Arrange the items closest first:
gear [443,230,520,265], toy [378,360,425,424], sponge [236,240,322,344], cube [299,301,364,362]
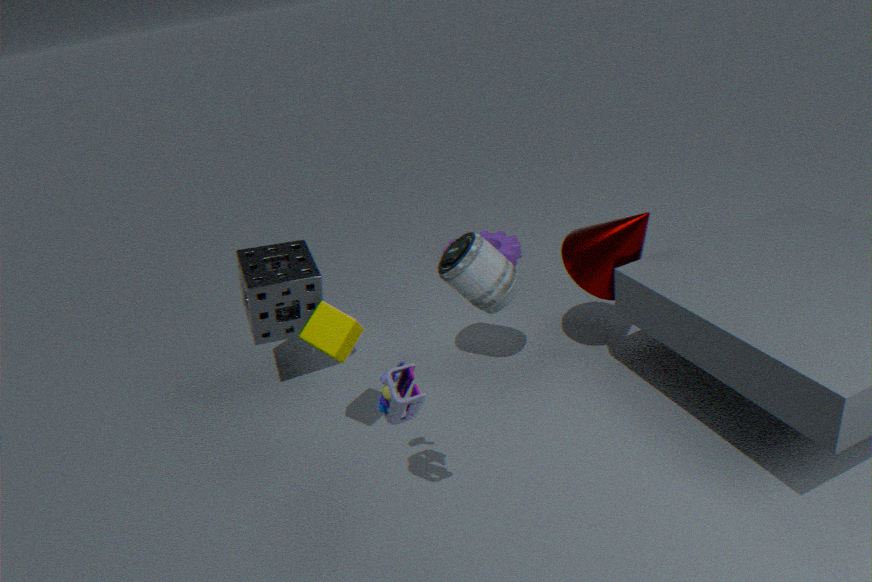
toy [378,360,425,424] < cube [299,301,364,362] < sponge [236,240,322,344] < gear [443,230,520,265]
